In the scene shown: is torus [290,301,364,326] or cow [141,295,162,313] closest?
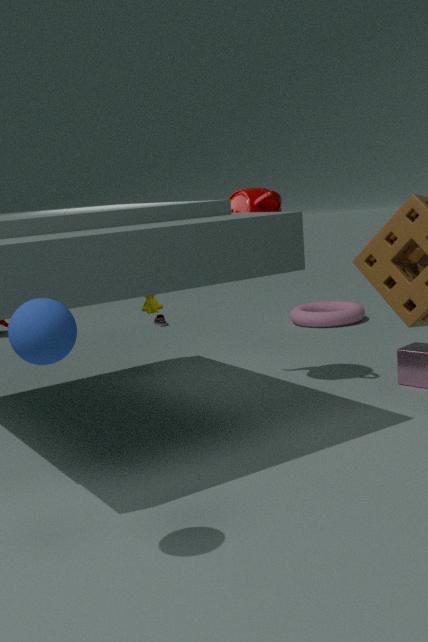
cow [141,295,162,313]
